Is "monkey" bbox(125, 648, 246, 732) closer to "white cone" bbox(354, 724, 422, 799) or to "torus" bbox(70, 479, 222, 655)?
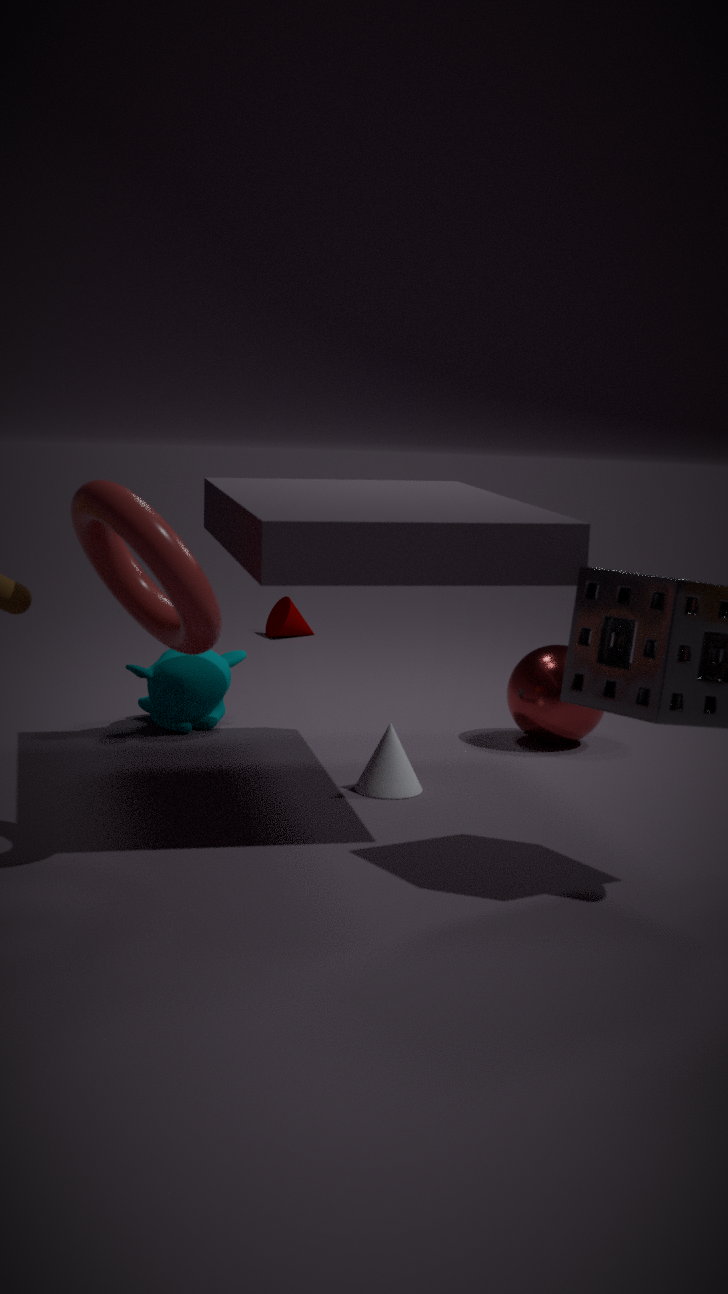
"white cone" bbox(354, 724, 422, 799)
